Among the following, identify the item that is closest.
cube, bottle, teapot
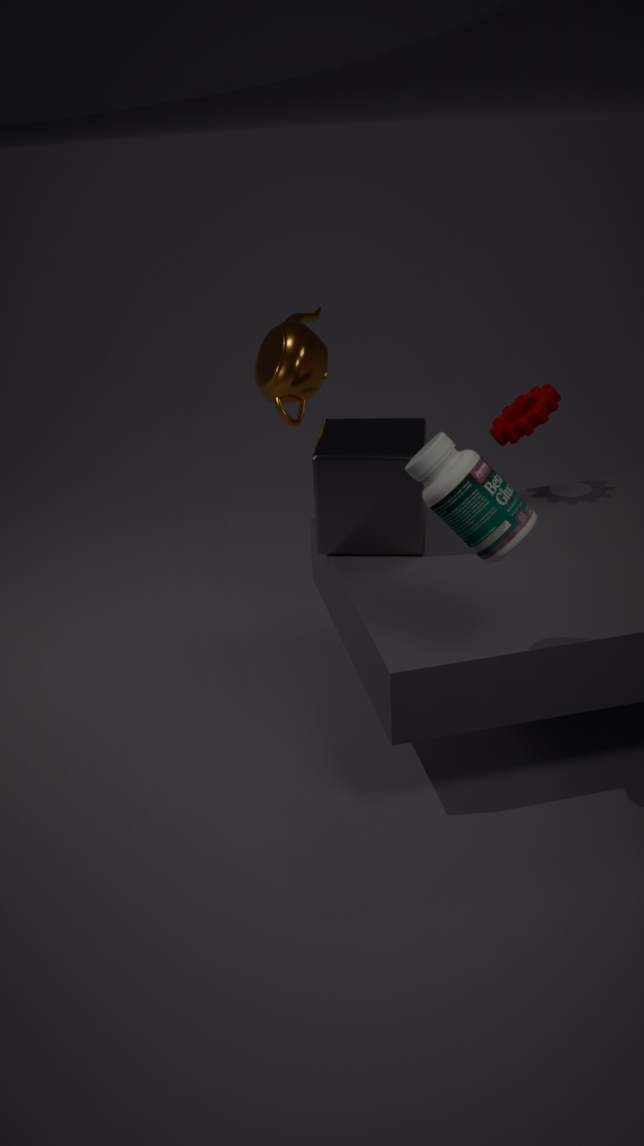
bottle
